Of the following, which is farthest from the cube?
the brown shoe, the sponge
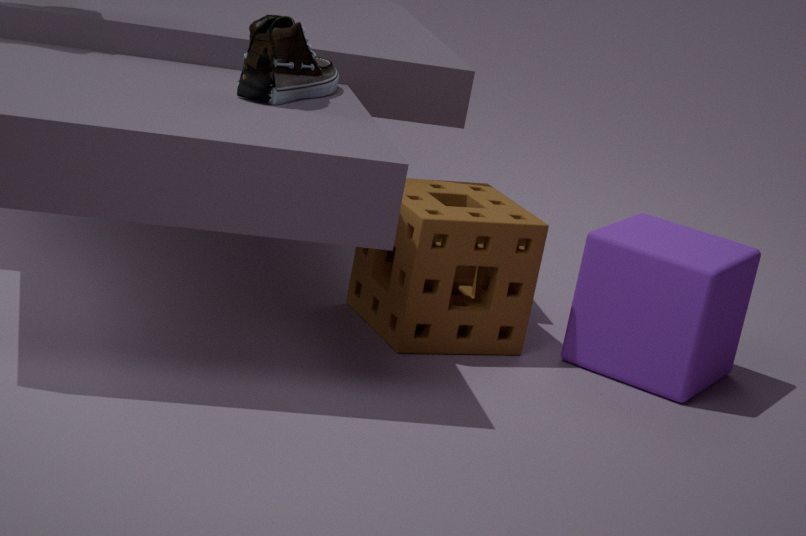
the brown shoe
